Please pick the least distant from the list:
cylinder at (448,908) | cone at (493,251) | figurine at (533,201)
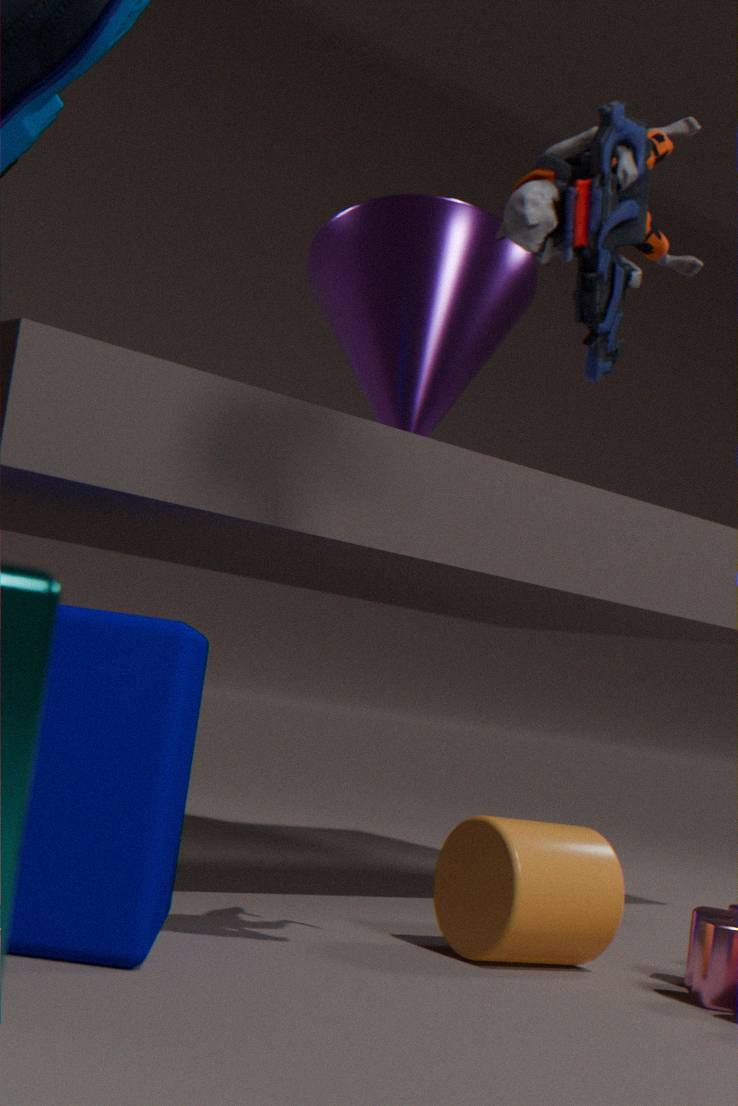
figurine at (533,201)
